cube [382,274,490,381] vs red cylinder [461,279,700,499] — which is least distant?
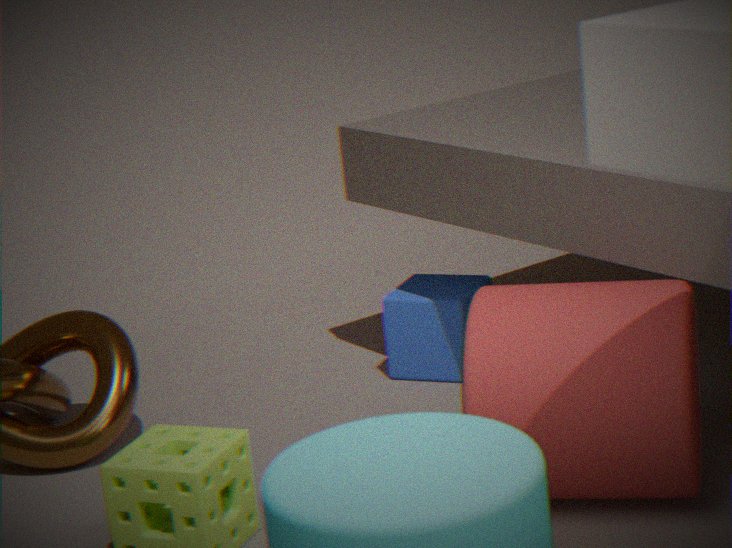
red cylinder [461,279,700,499]
